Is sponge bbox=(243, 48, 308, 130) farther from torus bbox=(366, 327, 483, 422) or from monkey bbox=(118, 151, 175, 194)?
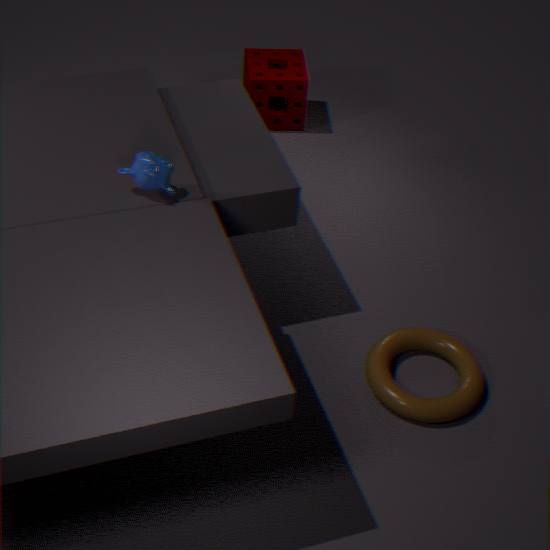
torus bbox=(366, 327, 483, 422)
